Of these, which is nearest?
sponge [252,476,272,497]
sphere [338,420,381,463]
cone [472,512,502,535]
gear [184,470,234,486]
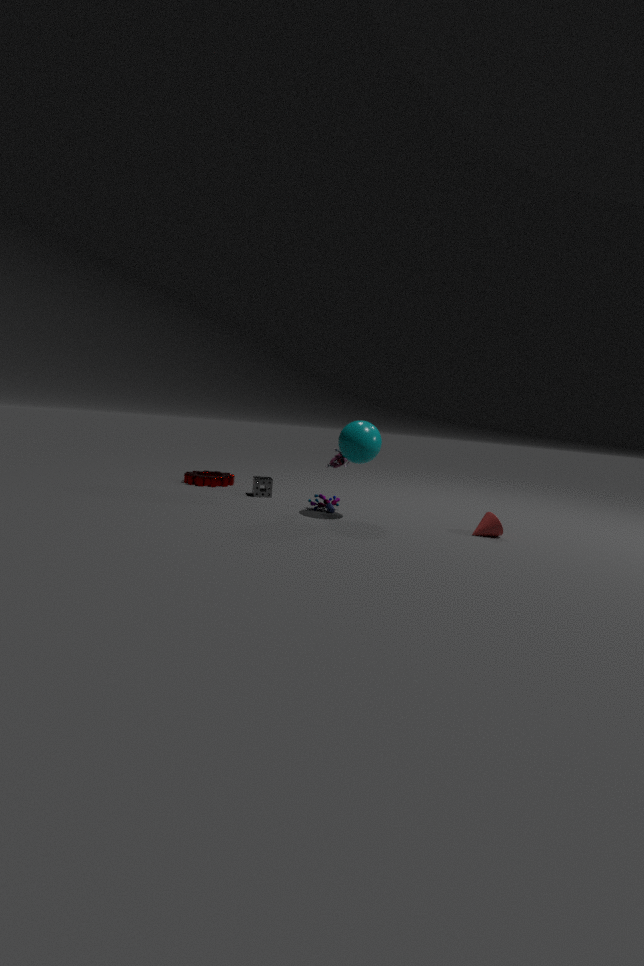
Answer: cone [472,512,502,535]
